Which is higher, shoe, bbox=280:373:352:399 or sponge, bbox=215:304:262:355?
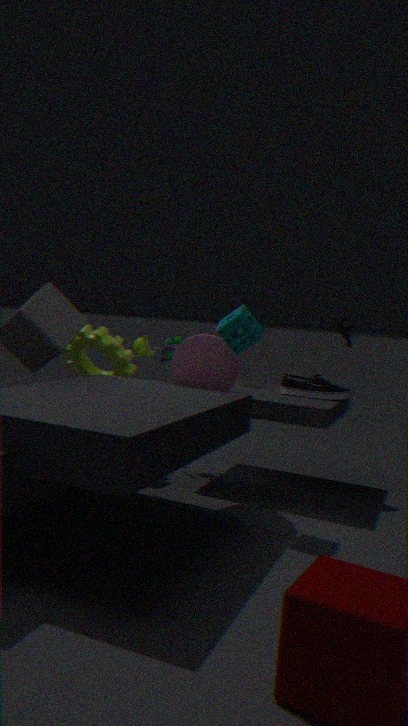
sponge, bbox=215:304:262:355
